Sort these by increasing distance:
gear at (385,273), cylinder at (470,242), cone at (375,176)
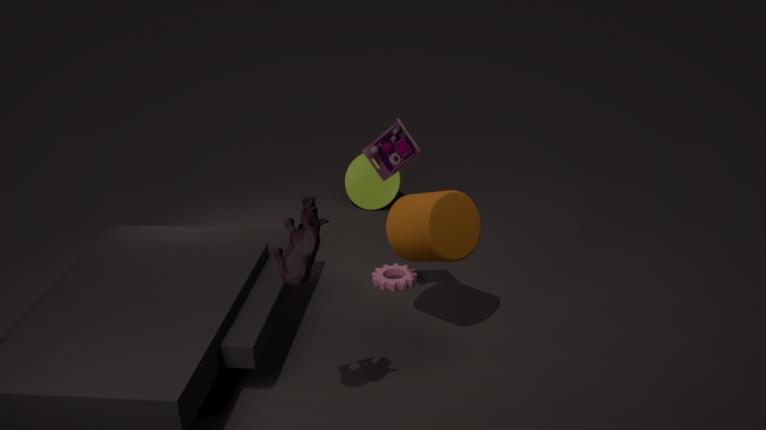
1. cylinder at (470,242)
2. gear at (385,273)
3. cone at (375,176)
